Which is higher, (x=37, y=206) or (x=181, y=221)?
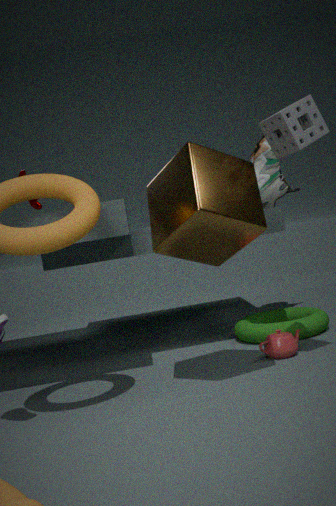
(x=37, y=206)
